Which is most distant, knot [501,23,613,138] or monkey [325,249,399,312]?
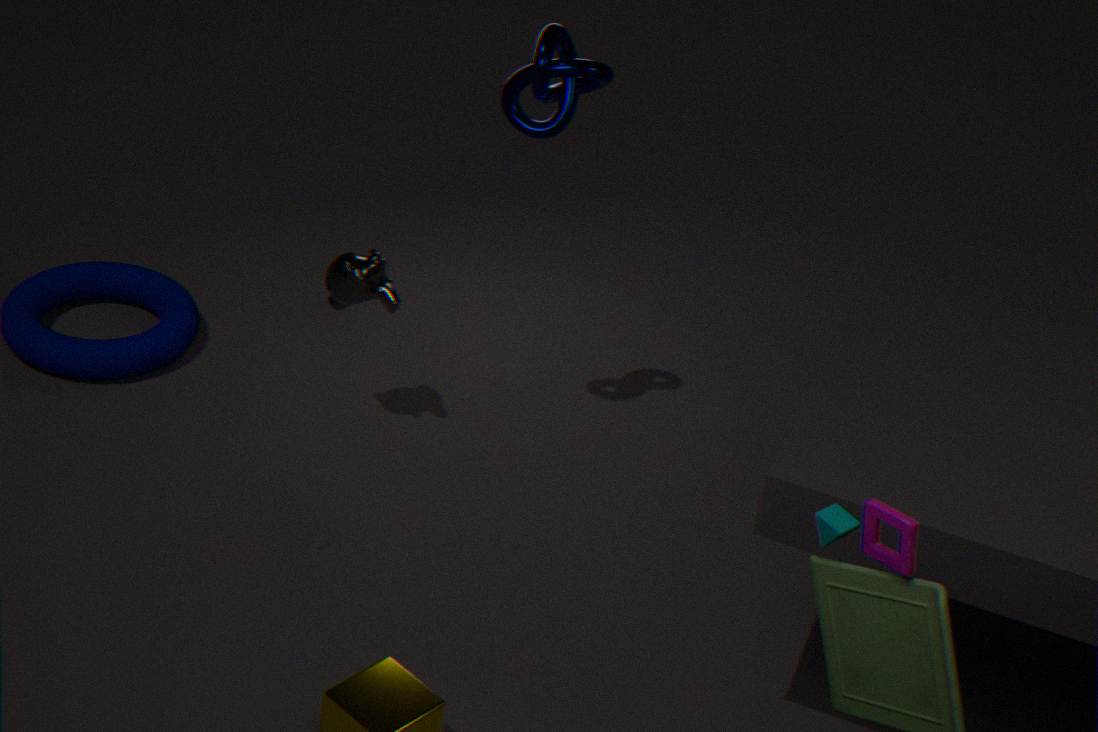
monkey [325,249,399,312]
